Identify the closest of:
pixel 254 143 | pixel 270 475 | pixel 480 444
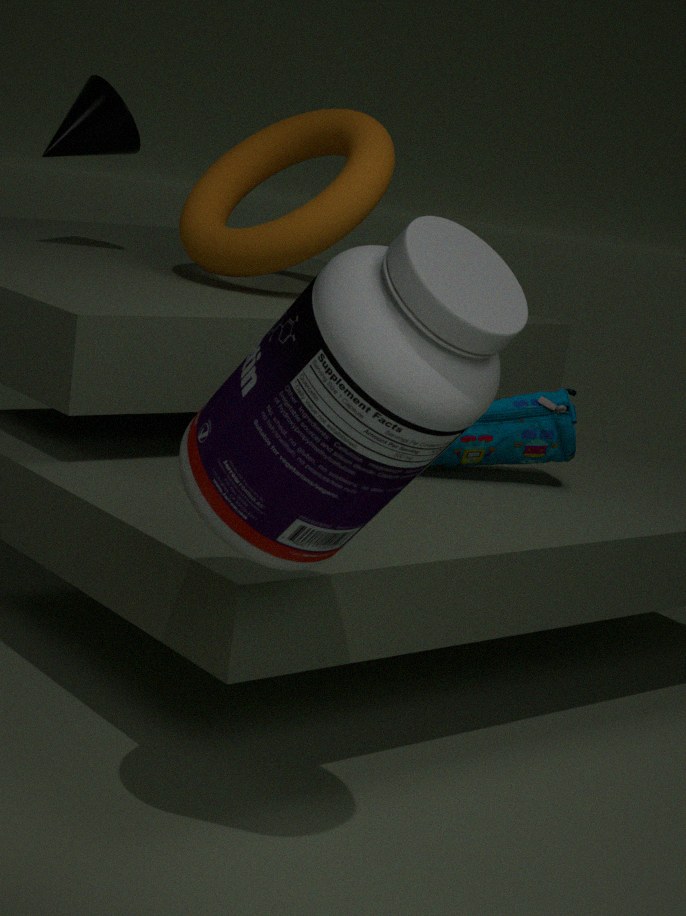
pixel 270 475
